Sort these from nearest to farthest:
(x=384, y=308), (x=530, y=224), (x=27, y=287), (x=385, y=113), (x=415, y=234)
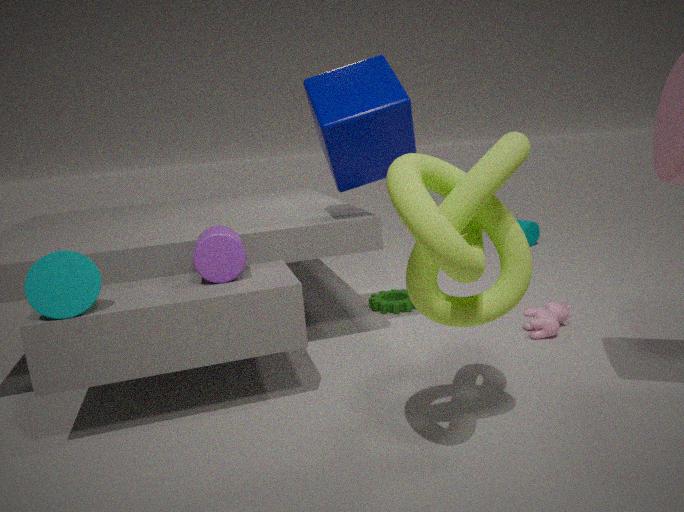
(x=415, y=234), (x=27, y=287), (x=385, y=113), (x=384, y=308), (x=530, y=224)
